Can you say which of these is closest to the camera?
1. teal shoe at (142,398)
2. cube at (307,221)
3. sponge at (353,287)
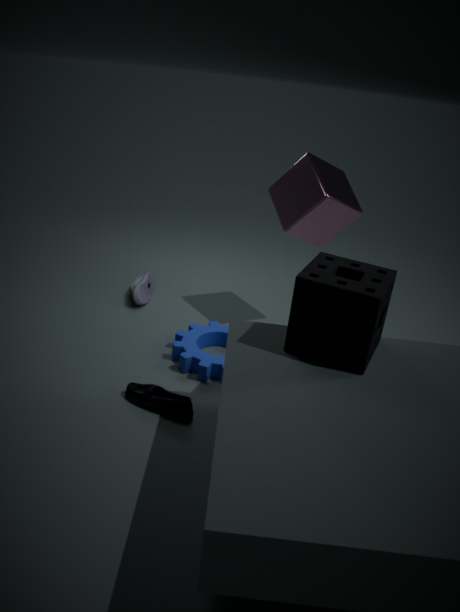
sponge at (353,287)
